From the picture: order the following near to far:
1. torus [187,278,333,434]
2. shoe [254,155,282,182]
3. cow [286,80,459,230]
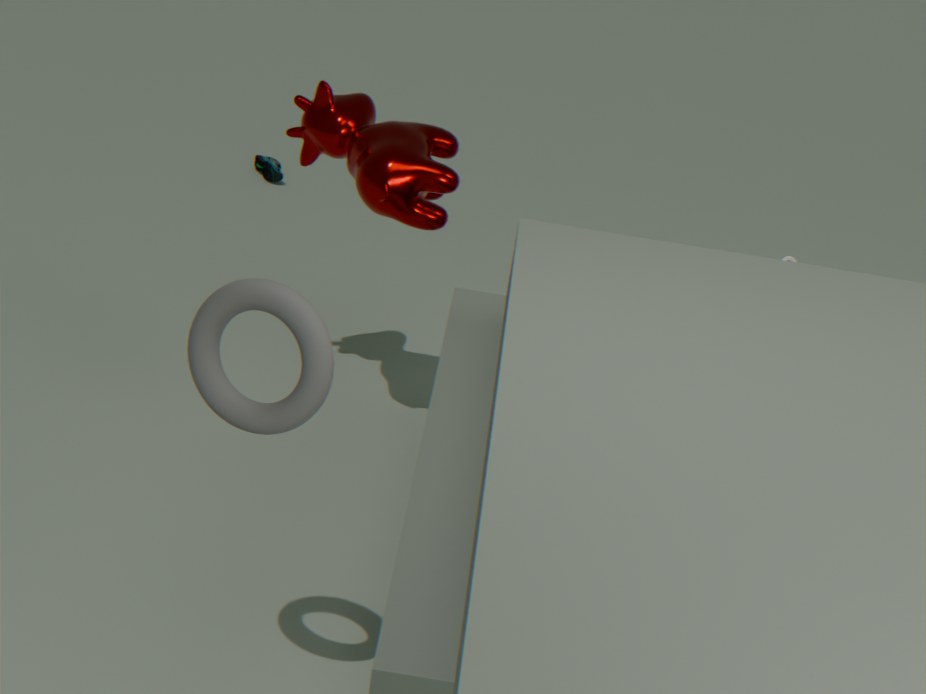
torus [187,278,333,434]
cow [286,80,459,230]
shoe [254,155,282,182]
